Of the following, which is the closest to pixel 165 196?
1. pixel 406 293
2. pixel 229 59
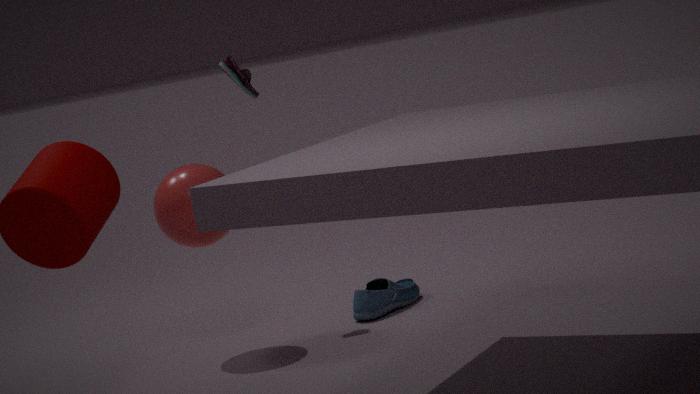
pixel 229 59
